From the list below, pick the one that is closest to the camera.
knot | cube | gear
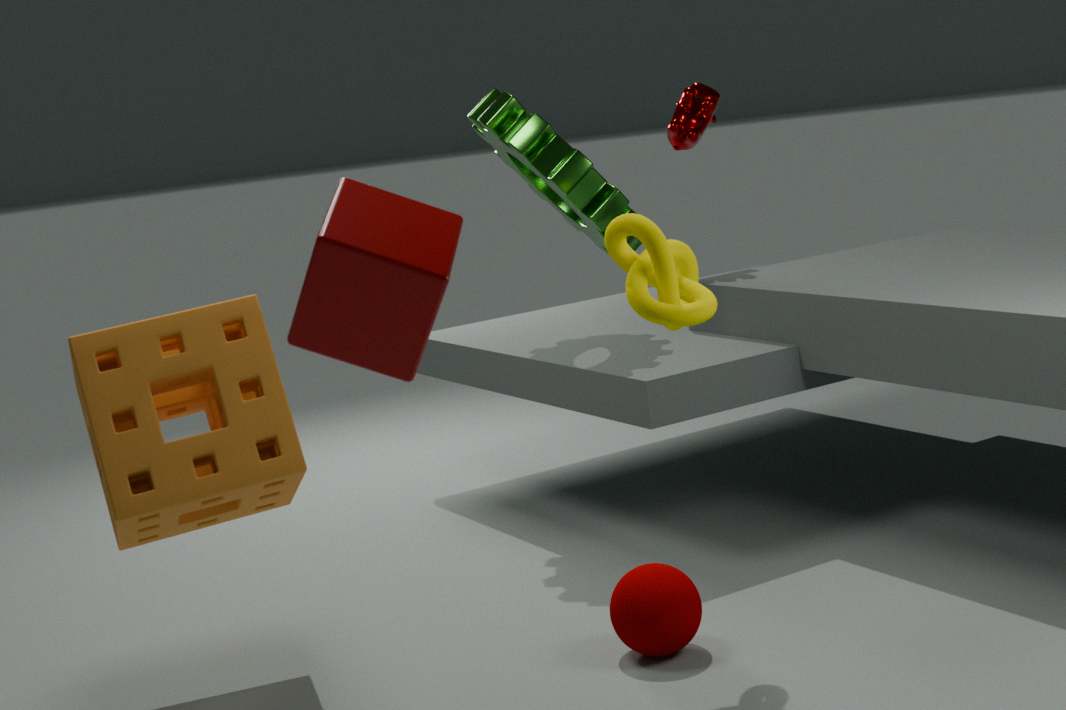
cube
